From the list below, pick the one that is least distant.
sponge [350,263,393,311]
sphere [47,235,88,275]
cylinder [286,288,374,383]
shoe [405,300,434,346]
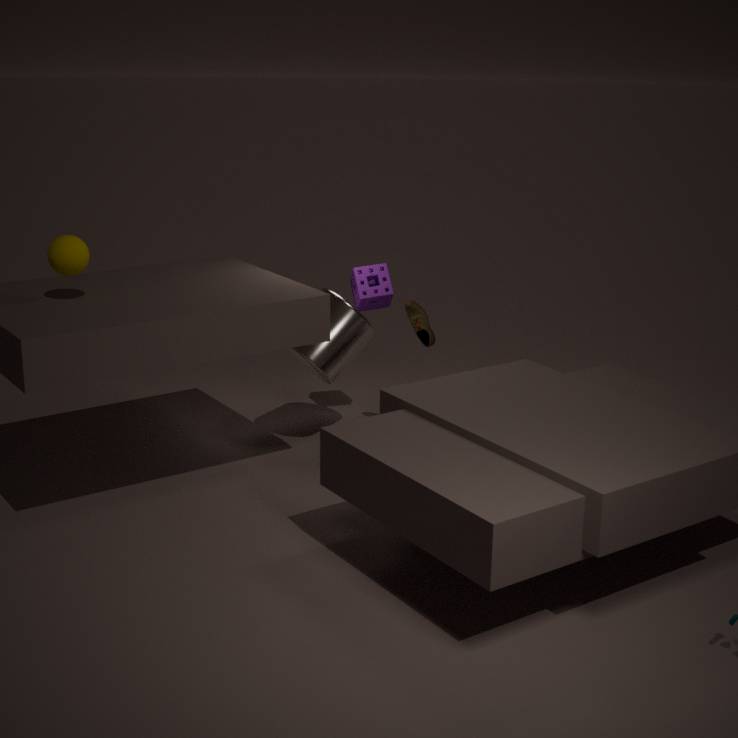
sphere [47,235,88,275]
